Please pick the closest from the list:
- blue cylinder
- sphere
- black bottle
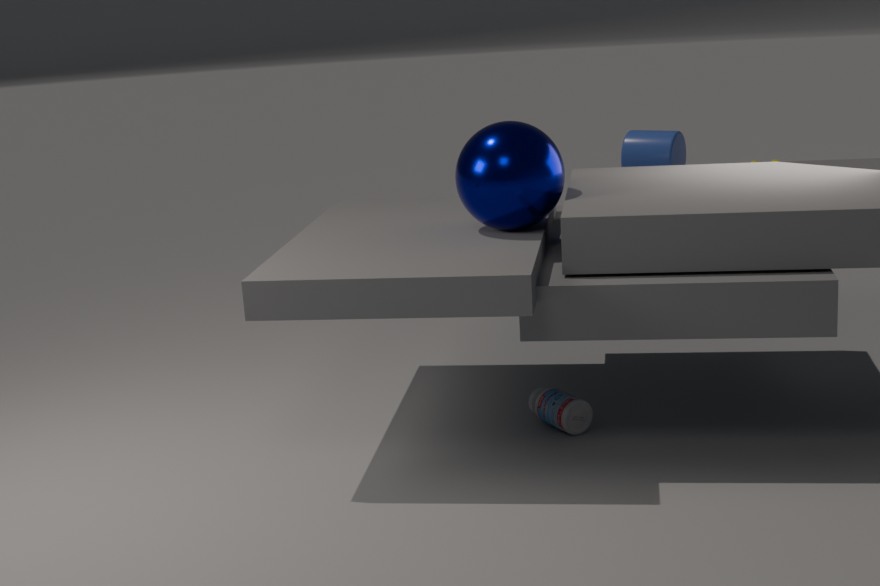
sphere
